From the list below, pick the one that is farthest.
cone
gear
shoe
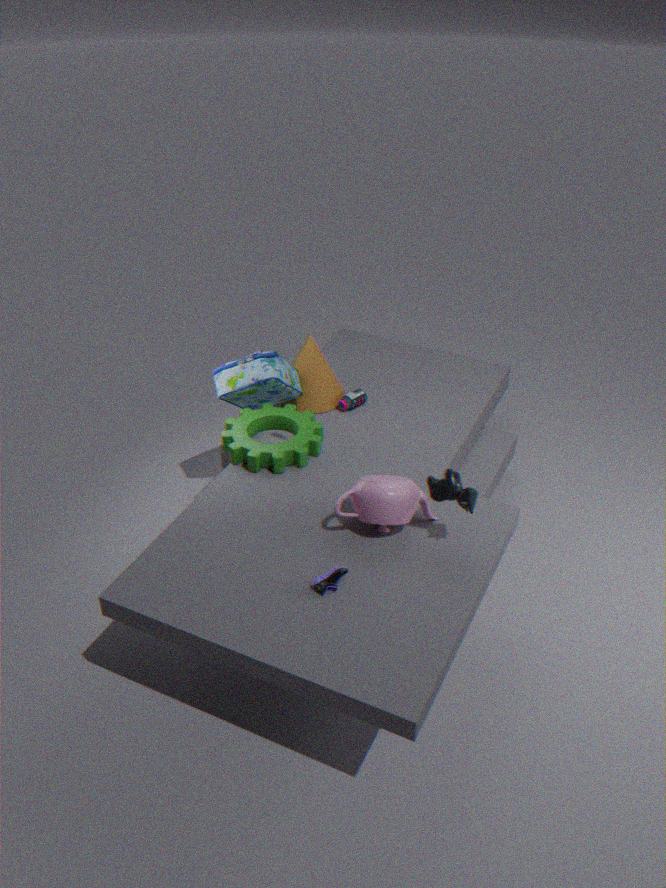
cone
